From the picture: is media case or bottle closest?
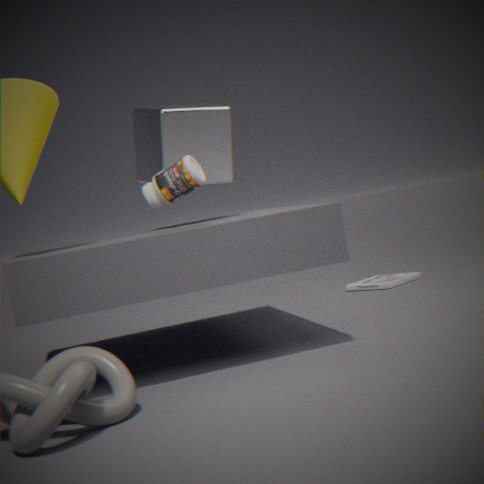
bottle
